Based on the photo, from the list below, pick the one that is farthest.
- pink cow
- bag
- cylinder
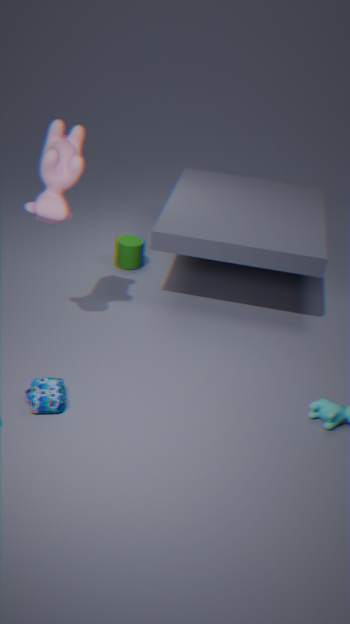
cylinder
